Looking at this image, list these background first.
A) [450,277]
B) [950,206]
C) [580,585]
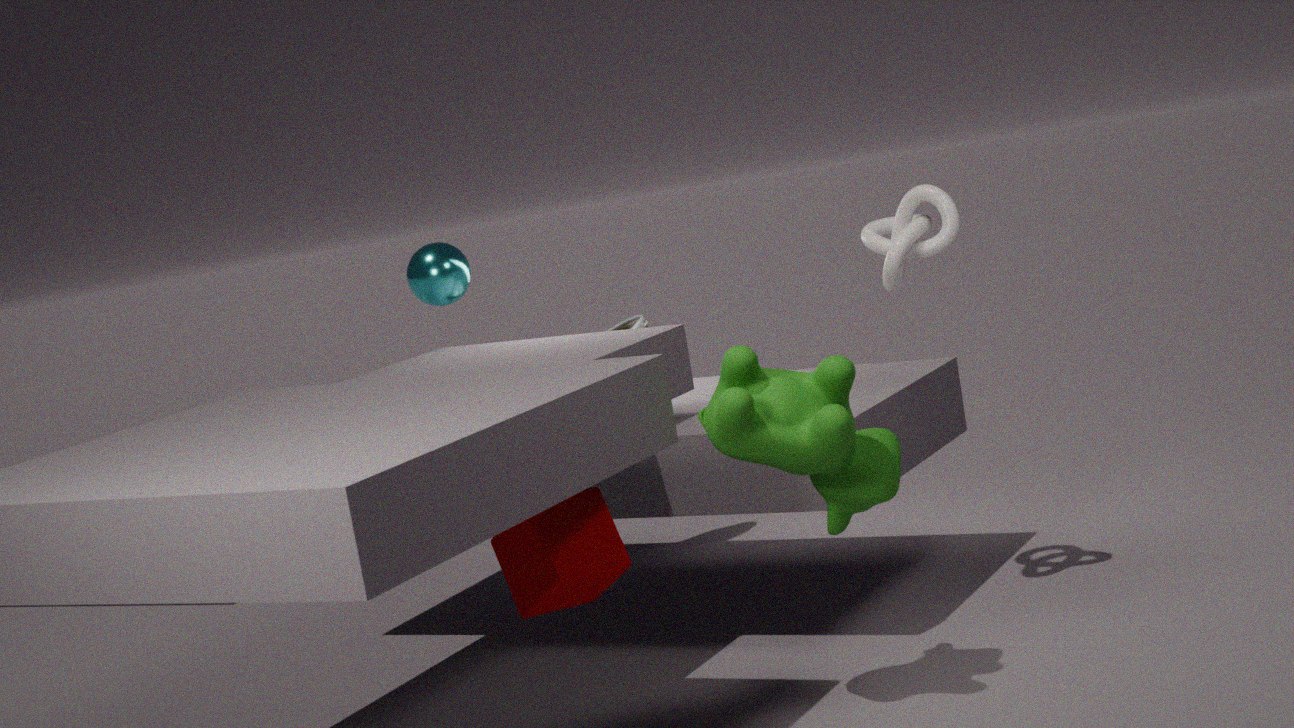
[450,277] < [950,206] < [580,585]
